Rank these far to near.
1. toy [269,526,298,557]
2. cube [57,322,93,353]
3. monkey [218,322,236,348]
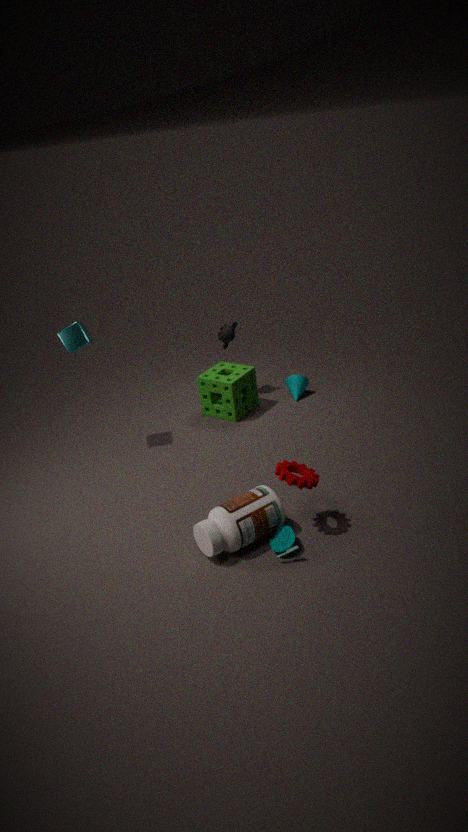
monkey [218,322,236,348]
cube [57,322,93,353]
toy [269,526,298,557]
